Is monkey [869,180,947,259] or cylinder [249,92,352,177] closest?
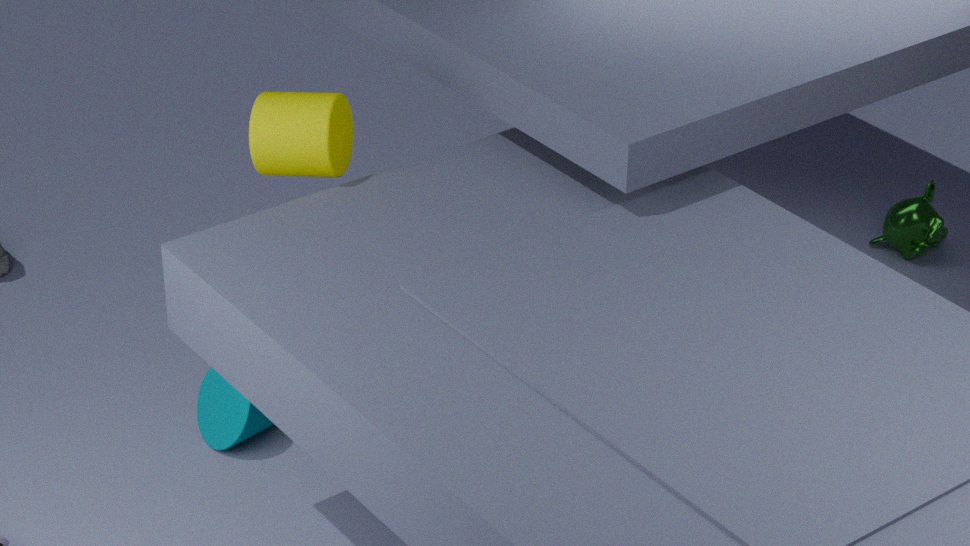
cylinder [249,92,352,177]
